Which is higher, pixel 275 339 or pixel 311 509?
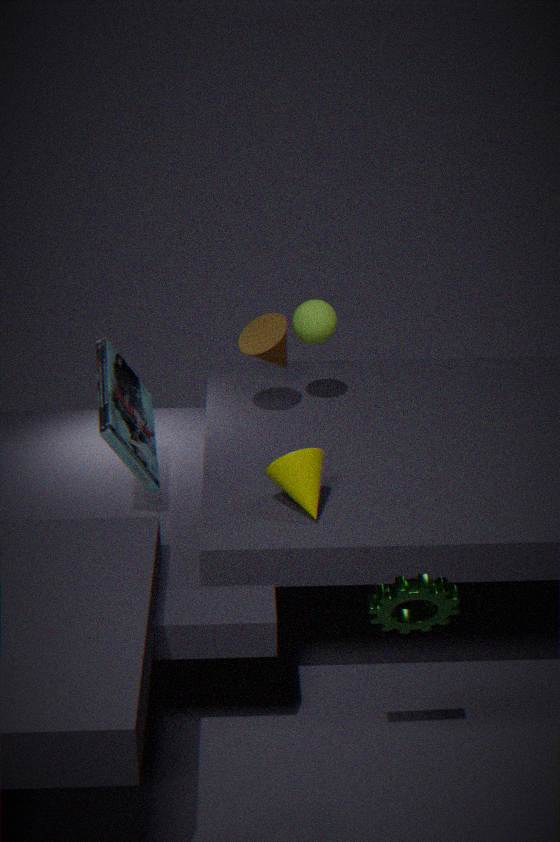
pixel 275 339
